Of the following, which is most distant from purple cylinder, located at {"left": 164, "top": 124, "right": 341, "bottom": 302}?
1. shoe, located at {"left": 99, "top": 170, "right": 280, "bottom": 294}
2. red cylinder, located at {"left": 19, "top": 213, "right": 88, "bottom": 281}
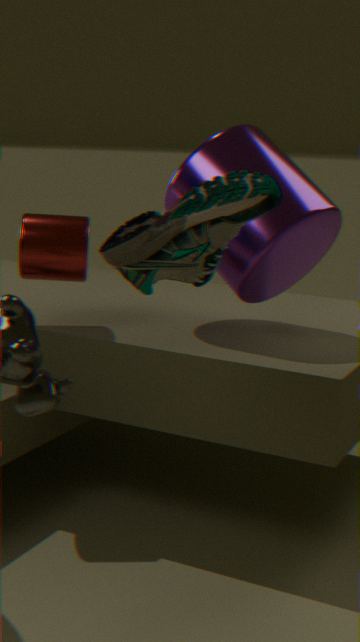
shoe, located at {"left": 99, "top": 170, "right": 280, "bottom": 294}
